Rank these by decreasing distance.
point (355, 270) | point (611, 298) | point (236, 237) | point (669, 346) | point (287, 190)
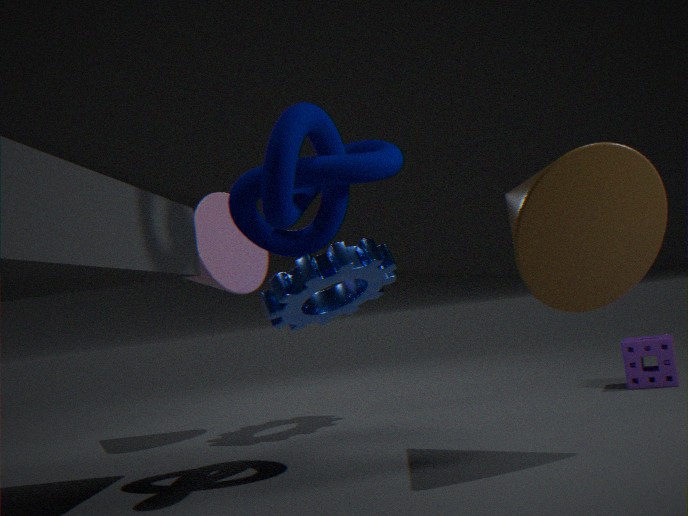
point (236, 237) → point (669, 346) → point (355, 270) → point (611, 298) → point (287, 190)
